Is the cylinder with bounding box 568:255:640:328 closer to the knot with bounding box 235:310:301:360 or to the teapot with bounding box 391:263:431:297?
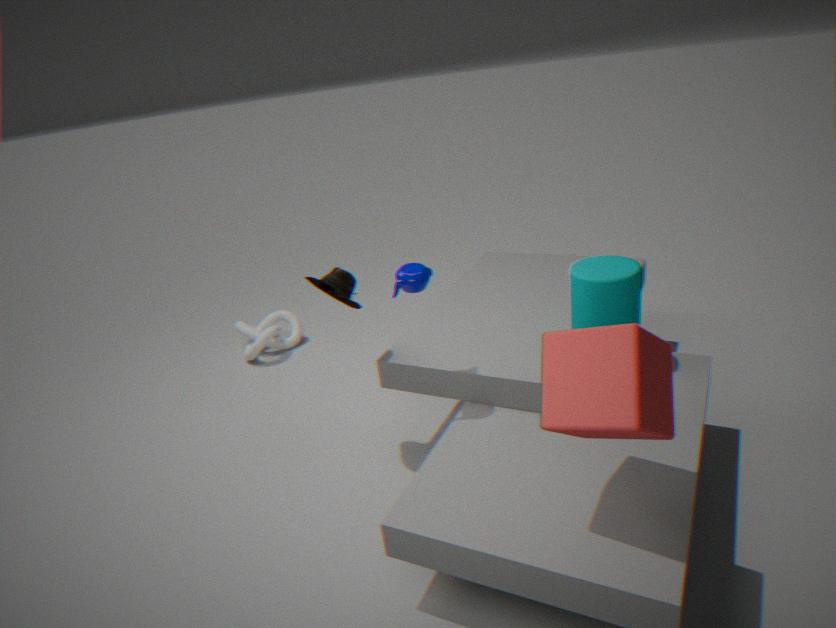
the teapot with bounding box 391:263:431:297
